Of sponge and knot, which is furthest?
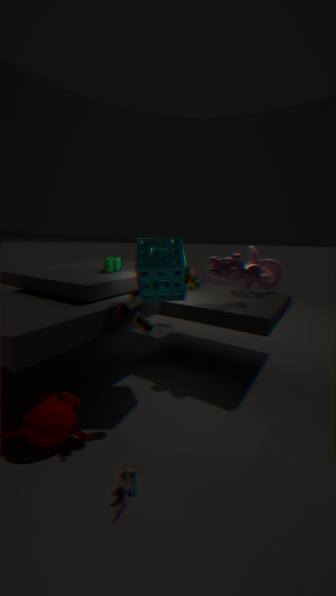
knot
